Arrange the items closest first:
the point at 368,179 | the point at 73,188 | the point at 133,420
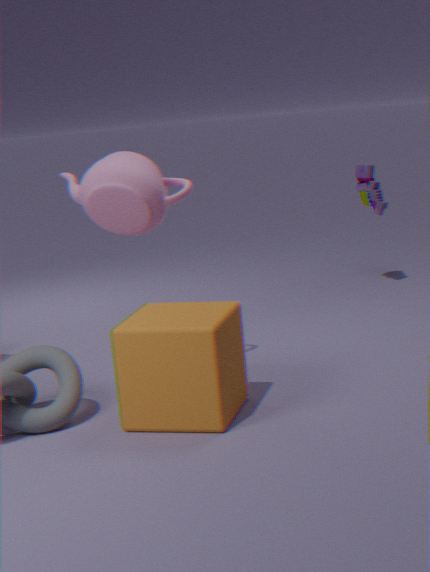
the point at 133,420 → the point at 73,188 → the point at 368,179
